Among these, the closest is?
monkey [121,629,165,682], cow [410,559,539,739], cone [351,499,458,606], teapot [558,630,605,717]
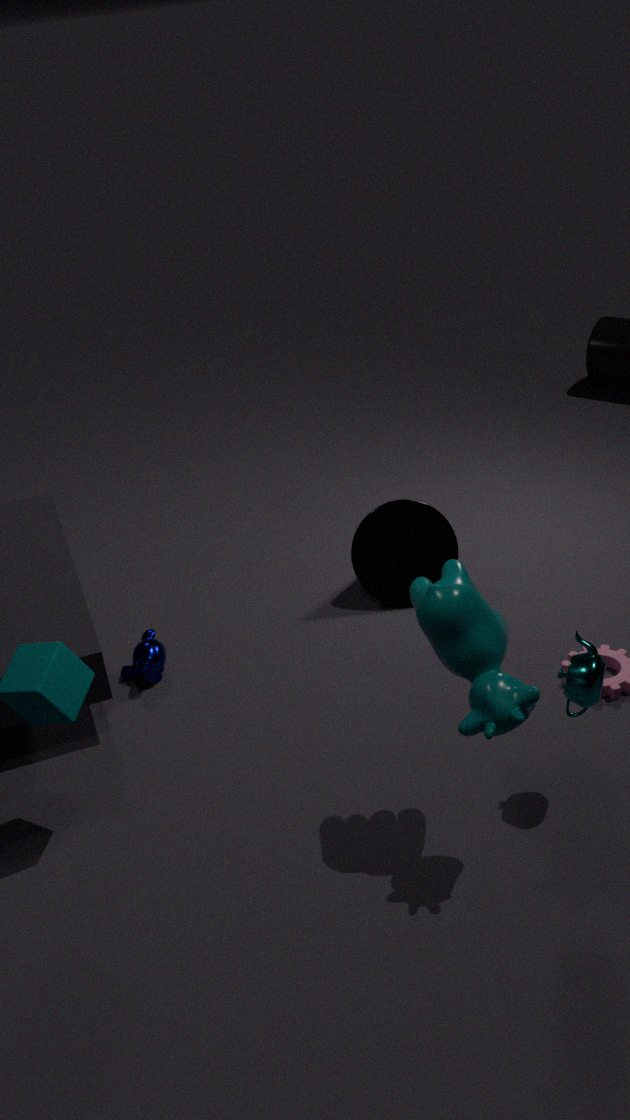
cow [410,559,539,739]
